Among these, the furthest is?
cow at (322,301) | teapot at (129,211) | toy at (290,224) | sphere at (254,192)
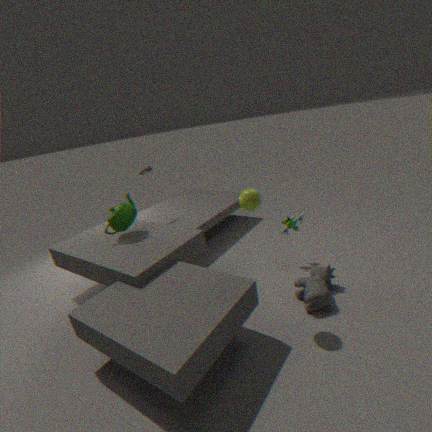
toy at (290,224)
